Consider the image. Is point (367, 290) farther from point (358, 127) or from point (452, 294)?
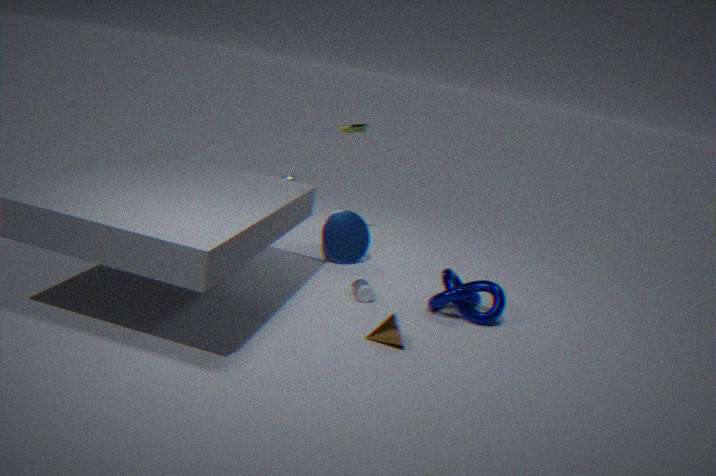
point (358, 127)
